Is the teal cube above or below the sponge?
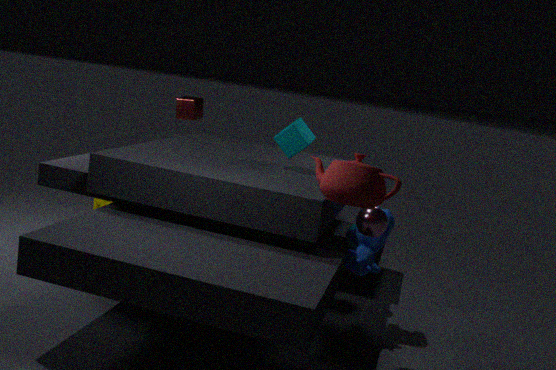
above
